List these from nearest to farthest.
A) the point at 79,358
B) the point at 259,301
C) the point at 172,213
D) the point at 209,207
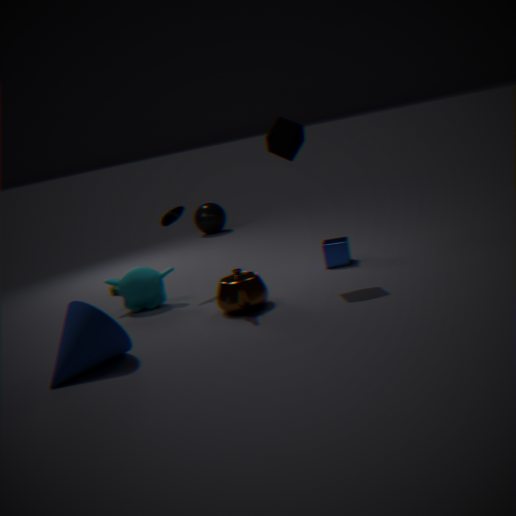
the point at 79,358 < the point at 259,301 < the point at 172,213 < the point at 209,207
